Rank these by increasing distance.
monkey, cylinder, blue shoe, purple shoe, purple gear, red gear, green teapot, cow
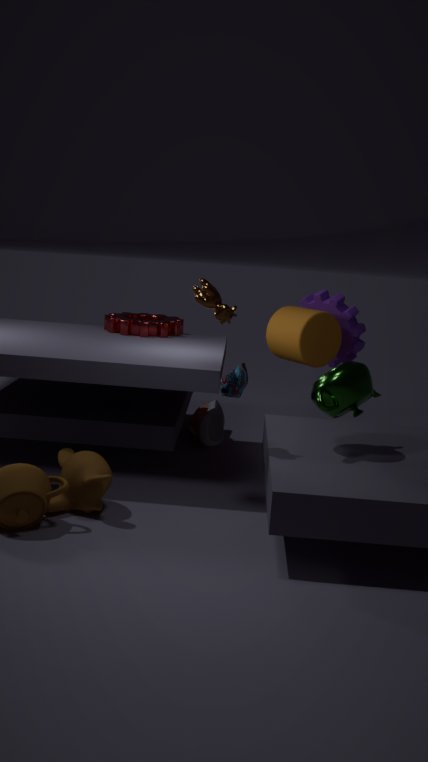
cow → blue shoe → green teapot → monkey → cylinder → red gear → purple gear → purple shoe
